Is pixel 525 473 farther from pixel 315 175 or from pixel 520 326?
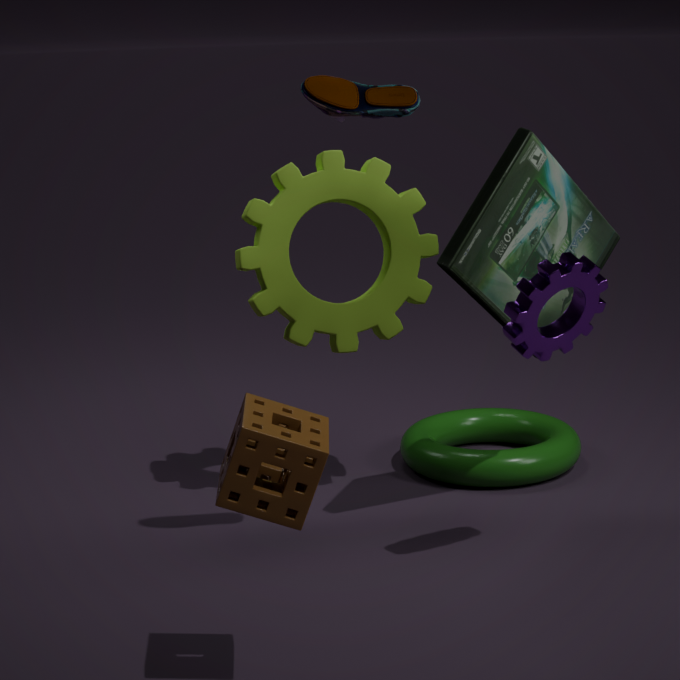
pixel 520 326
